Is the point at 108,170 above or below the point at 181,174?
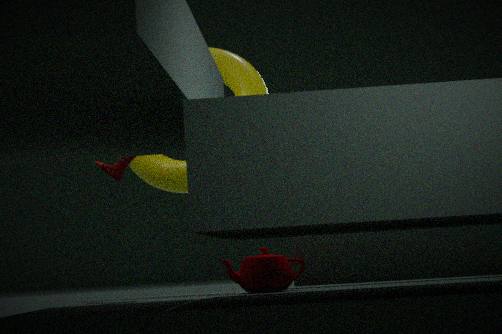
above
